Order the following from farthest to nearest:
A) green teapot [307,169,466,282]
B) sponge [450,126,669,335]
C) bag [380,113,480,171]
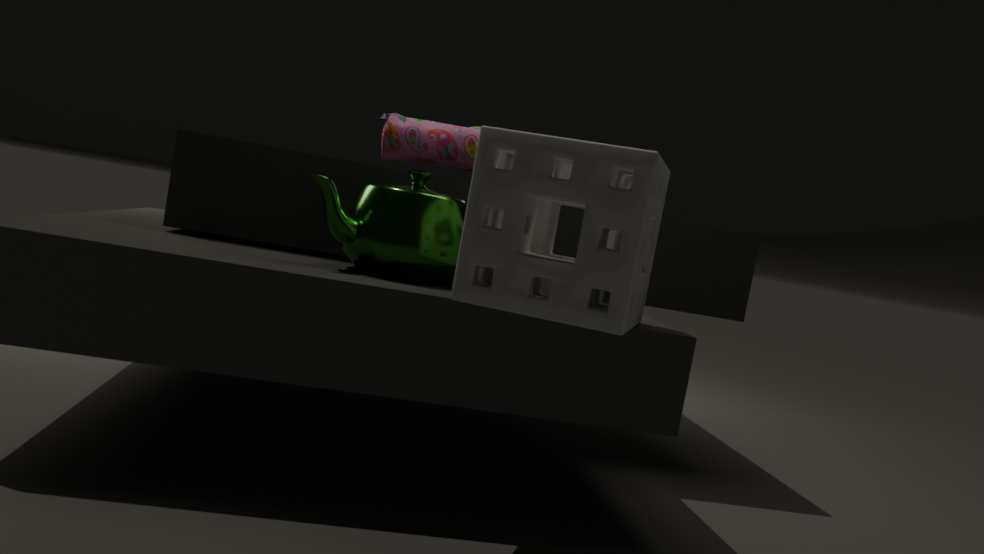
bag [380,113,480,171] < green teapot [307,169,466,282] < sponge [450,126,669,335]
